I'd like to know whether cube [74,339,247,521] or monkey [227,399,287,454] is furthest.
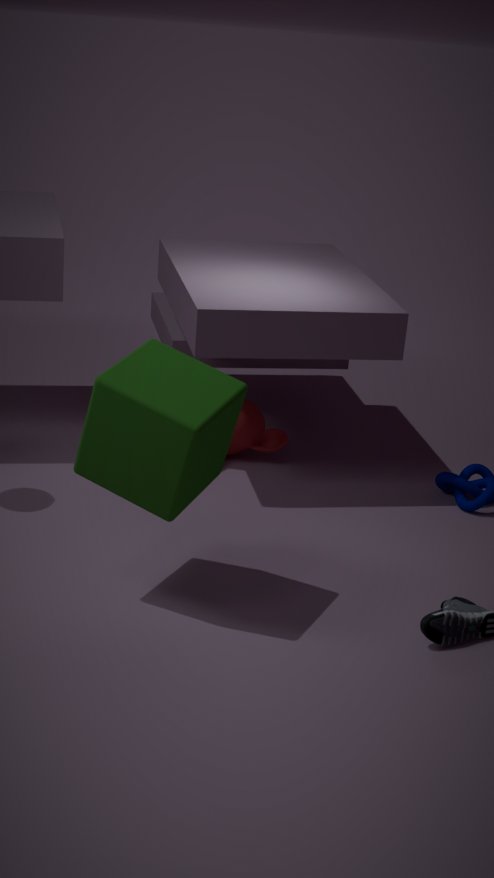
monkey [227,399,287,454]
